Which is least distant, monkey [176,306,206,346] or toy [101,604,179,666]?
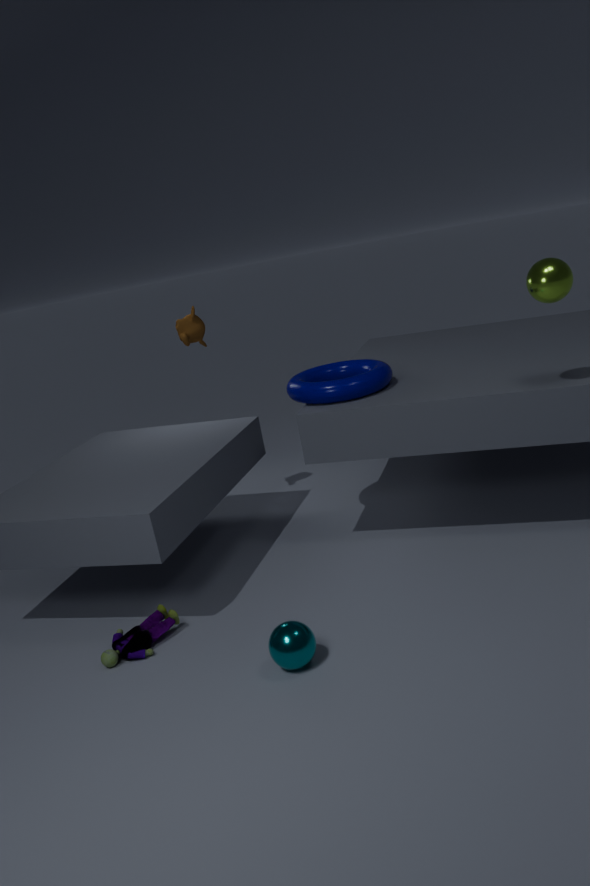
toy [101,604,179,666]
